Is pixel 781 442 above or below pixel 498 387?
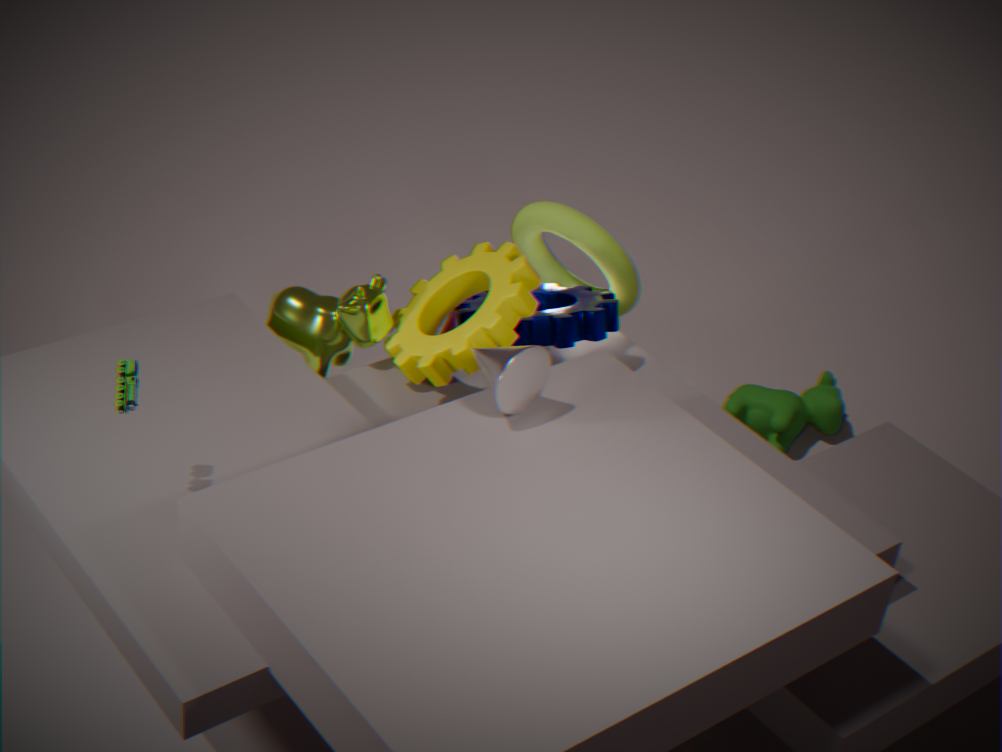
below
